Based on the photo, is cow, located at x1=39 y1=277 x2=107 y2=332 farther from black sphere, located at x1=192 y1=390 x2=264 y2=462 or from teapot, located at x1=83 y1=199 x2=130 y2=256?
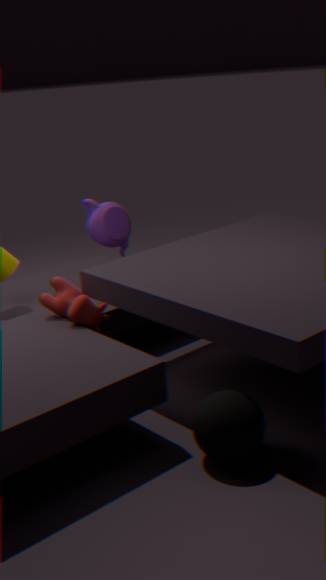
black sphere, located at x1=192 y1=390 x2=264 y2=462
